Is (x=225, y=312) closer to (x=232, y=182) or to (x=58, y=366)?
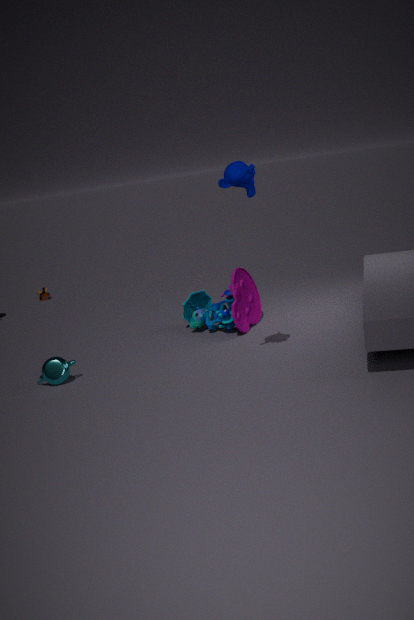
(x=58, y=366)
